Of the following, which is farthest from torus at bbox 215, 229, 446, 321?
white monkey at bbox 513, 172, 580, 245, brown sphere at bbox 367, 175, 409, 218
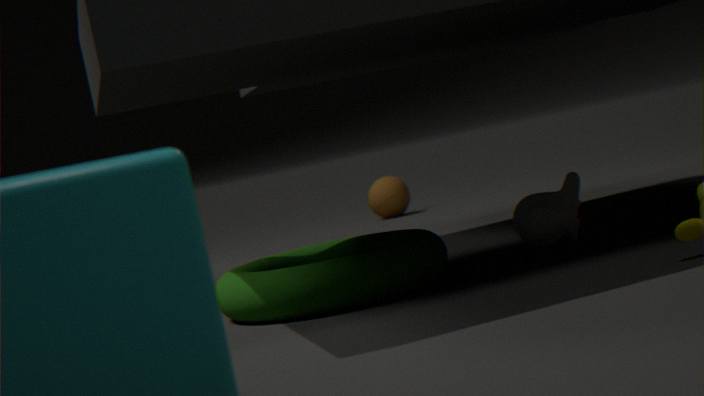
brown sphere at bbox 367, 175, 409, 218
